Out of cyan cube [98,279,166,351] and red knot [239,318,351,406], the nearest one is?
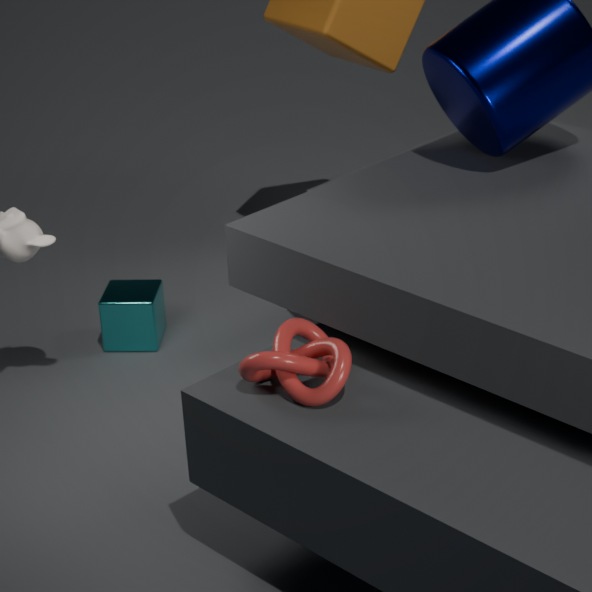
red knot [239,318,351,406]
